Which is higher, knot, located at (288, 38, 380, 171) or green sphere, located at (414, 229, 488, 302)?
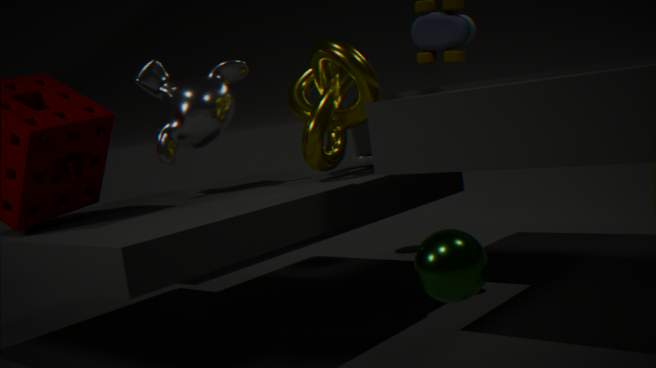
knot, located at (288, 38, 380, 171)
